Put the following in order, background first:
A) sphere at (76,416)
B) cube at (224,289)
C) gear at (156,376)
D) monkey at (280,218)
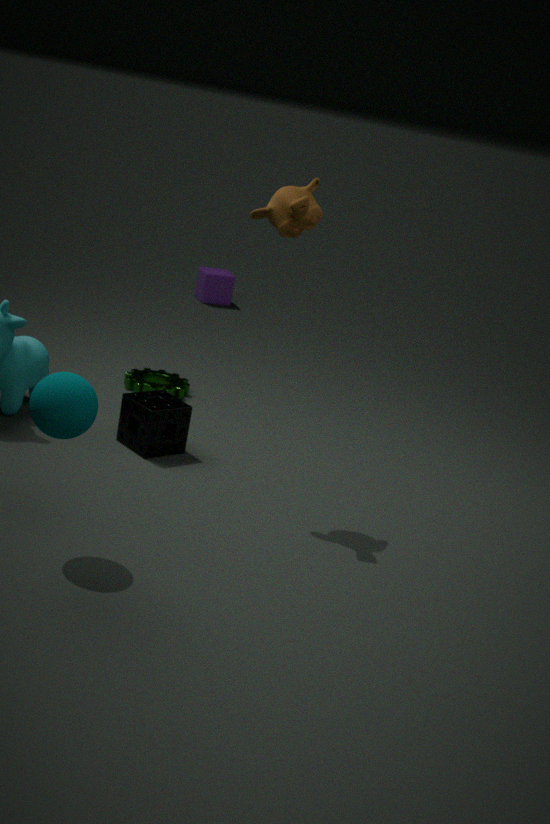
cube at (224,289) < gear at (156,376) < monkey at (280,218) < sphere at (76,416)
